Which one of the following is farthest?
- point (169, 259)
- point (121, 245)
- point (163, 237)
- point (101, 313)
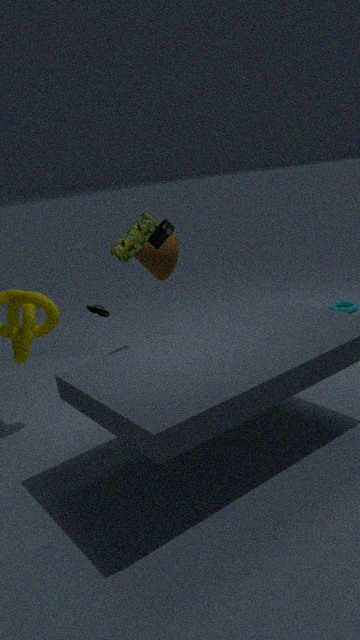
point (169, 259)
